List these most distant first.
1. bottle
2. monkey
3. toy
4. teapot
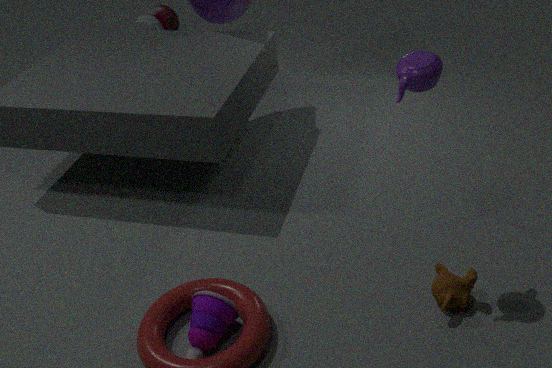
bottle, monkey, toy, teapot
